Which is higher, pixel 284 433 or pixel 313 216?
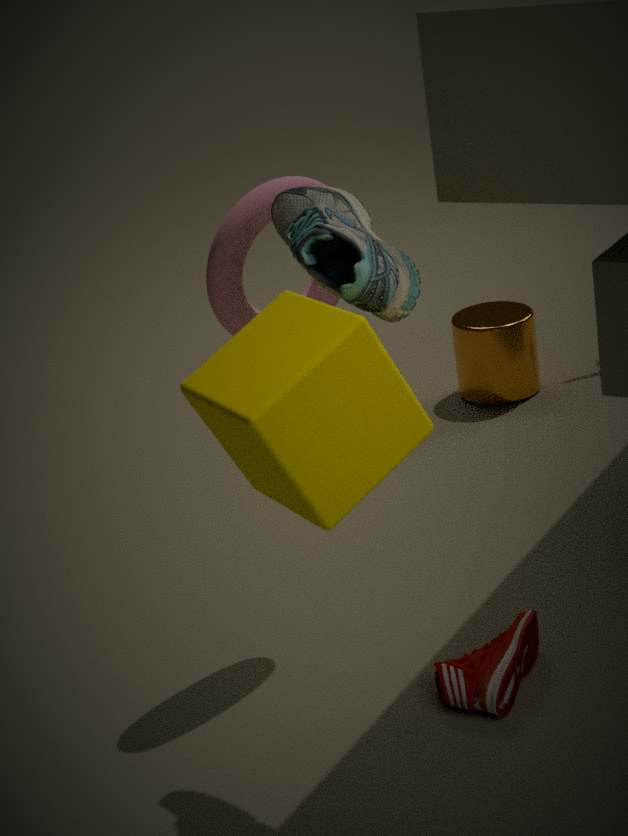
pixel 313 216
